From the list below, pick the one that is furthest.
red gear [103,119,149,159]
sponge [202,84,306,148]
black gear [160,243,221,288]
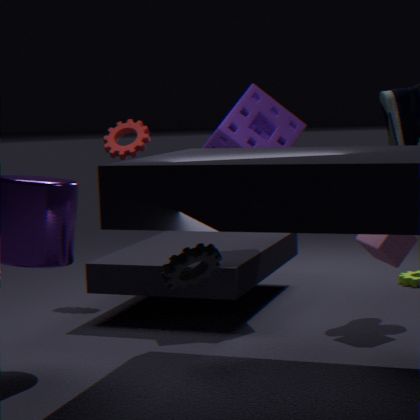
red gear [103,119,149,159]
